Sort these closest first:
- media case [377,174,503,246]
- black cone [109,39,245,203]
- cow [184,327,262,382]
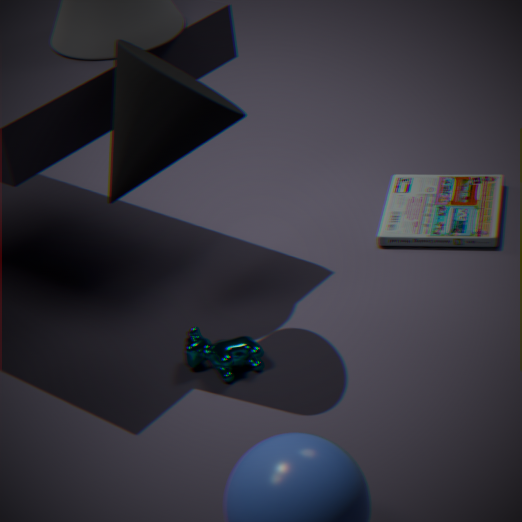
black cone [109,39,245,203], cow [184,327,262,382], media case [377,174,503,246]
